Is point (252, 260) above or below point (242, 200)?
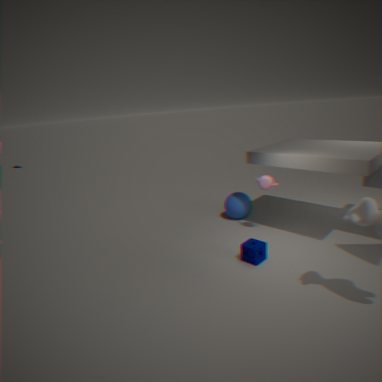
below
